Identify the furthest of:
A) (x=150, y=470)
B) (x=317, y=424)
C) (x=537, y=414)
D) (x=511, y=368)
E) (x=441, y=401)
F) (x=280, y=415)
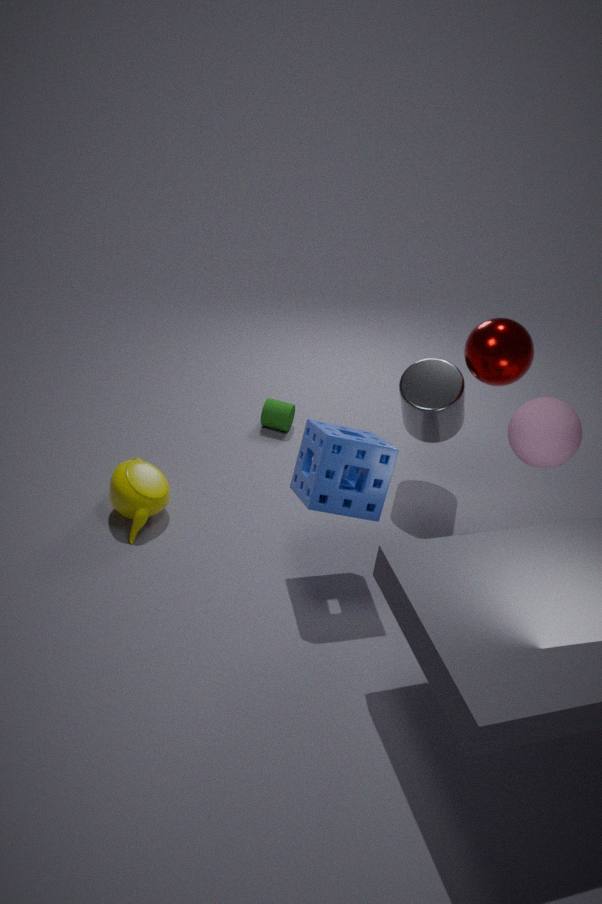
(x=280, y=415)
